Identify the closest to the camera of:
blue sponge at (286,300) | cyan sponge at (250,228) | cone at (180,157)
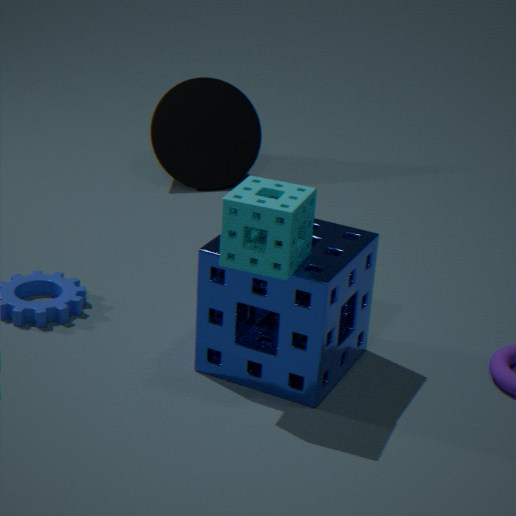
cyan sponge at (250,228)
